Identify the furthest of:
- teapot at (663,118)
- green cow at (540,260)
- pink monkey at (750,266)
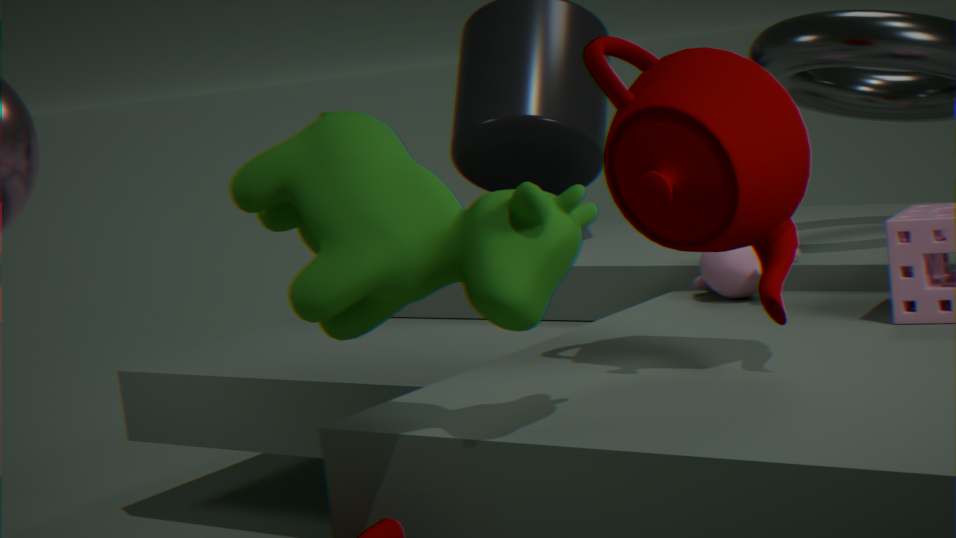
pink monkey at (750,266)
